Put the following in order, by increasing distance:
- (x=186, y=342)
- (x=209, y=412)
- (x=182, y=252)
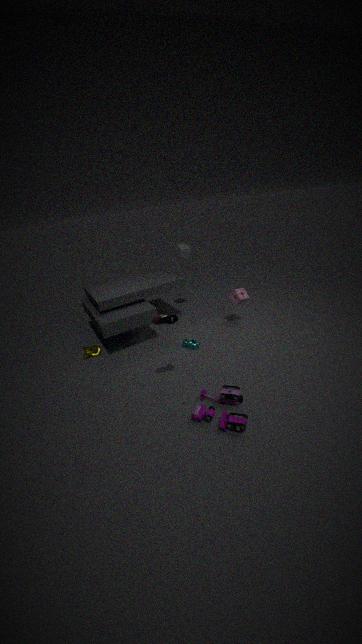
(x=209, y=412) < (x=186, y=342) < (x=182, y=252)
